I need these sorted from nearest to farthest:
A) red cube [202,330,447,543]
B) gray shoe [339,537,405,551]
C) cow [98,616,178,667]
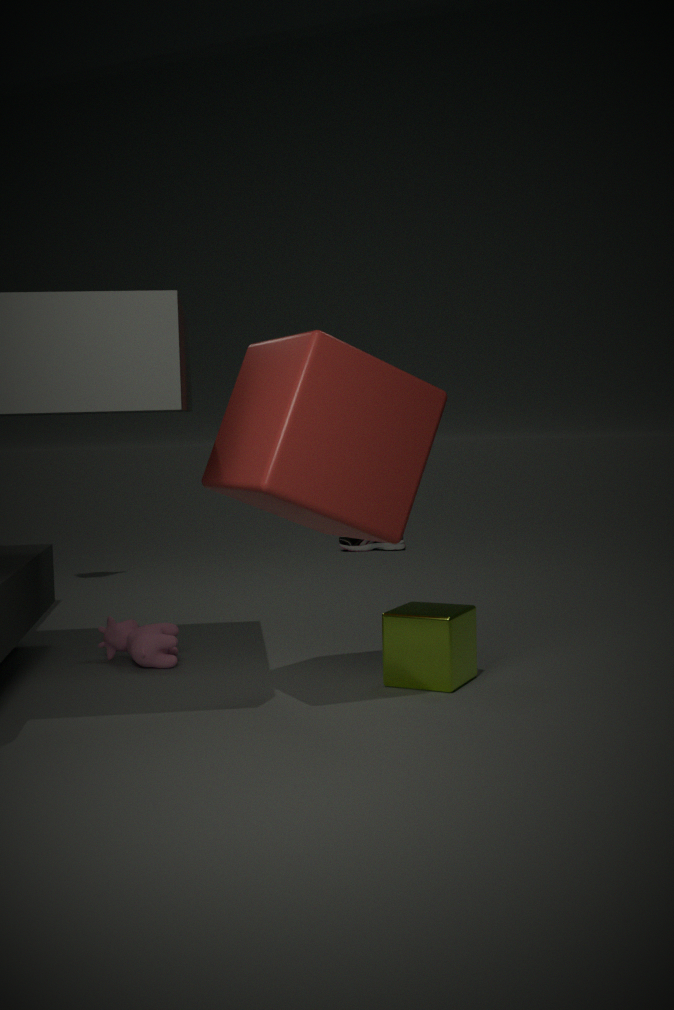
red cube [202,330,447,543], cow [98,616,178,667], gray shoe [339,537,405,551]
